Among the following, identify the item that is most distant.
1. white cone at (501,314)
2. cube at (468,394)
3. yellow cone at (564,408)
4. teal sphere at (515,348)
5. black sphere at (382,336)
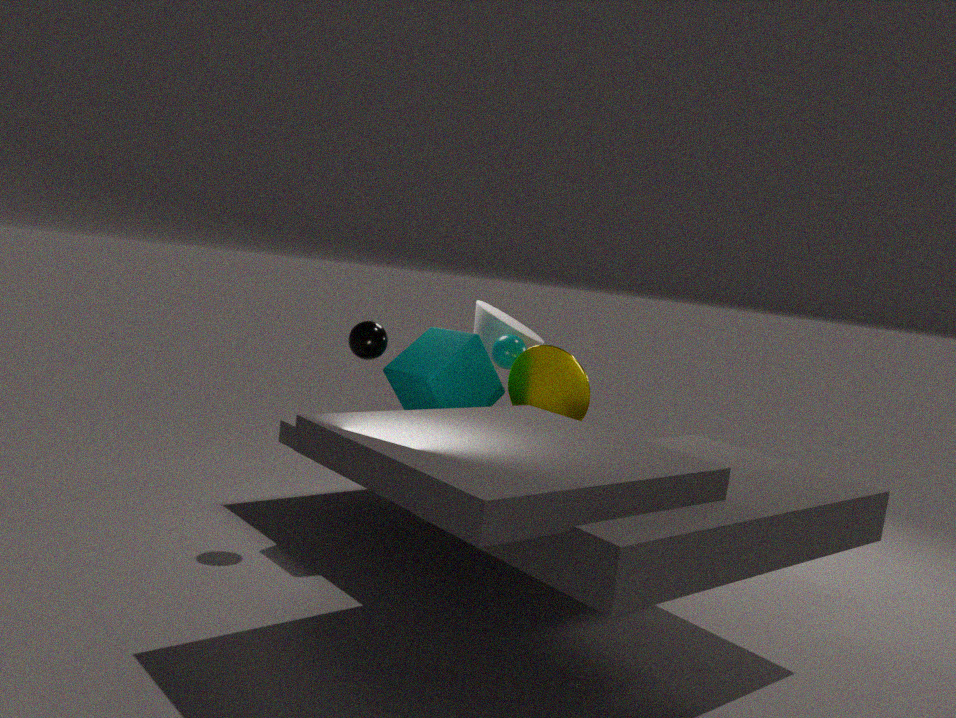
white cone at (501,314)
